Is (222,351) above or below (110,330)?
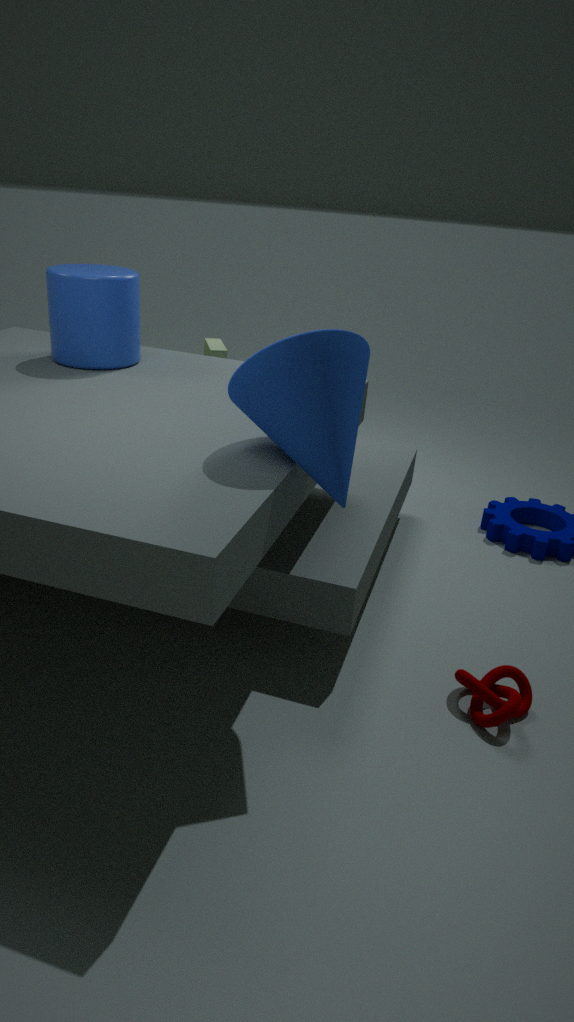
below
